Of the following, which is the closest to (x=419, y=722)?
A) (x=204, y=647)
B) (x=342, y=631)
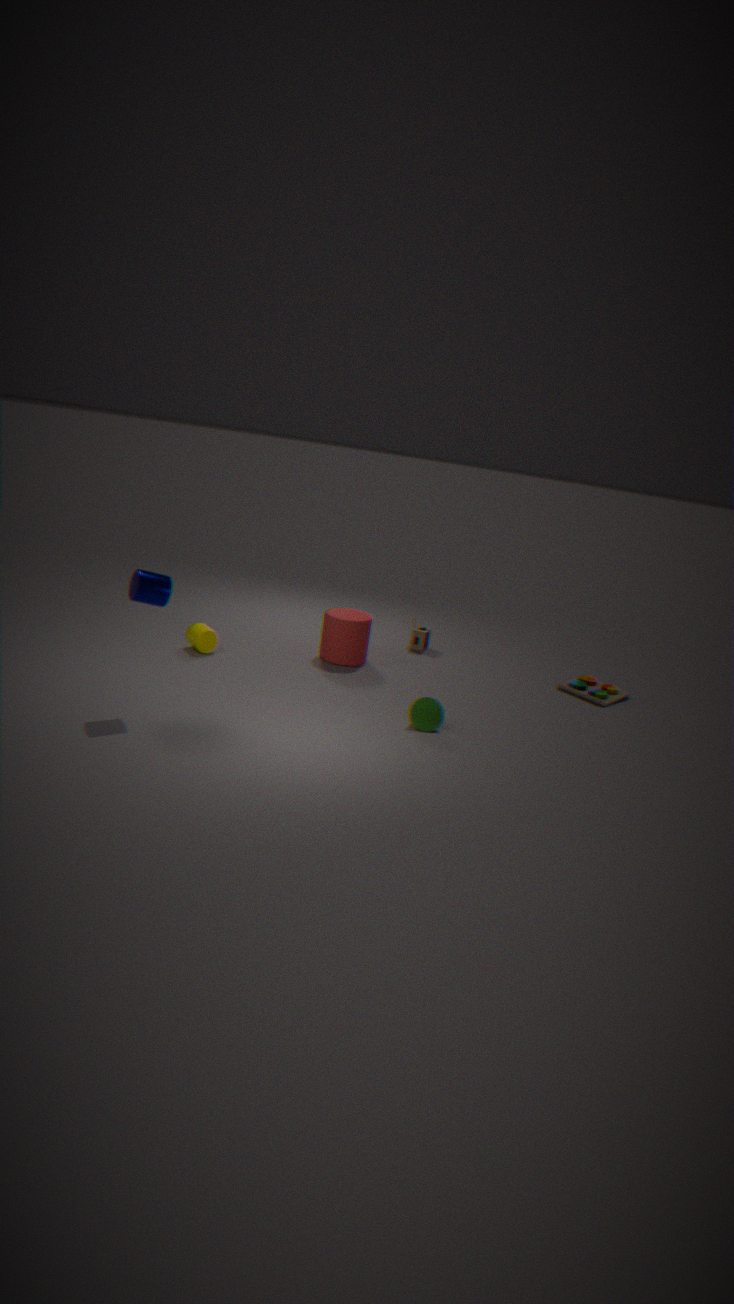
(x=342, y=631)
